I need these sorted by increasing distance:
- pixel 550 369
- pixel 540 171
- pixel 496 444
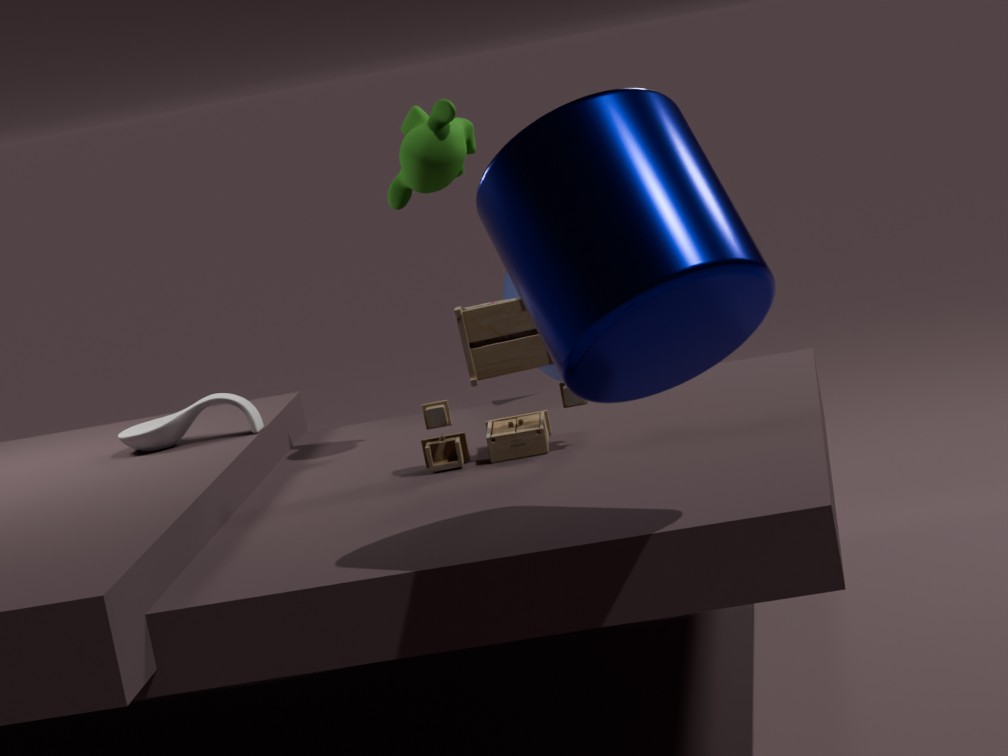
pixel 540 171
pixel 496 444
pixel 550 369
